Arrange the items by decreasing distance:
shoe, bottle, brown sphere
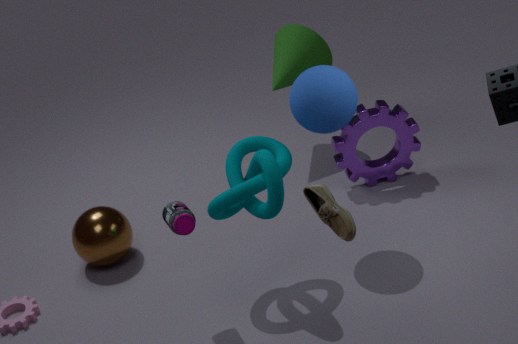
1. brown sphere
2. bottle
3. shoe
